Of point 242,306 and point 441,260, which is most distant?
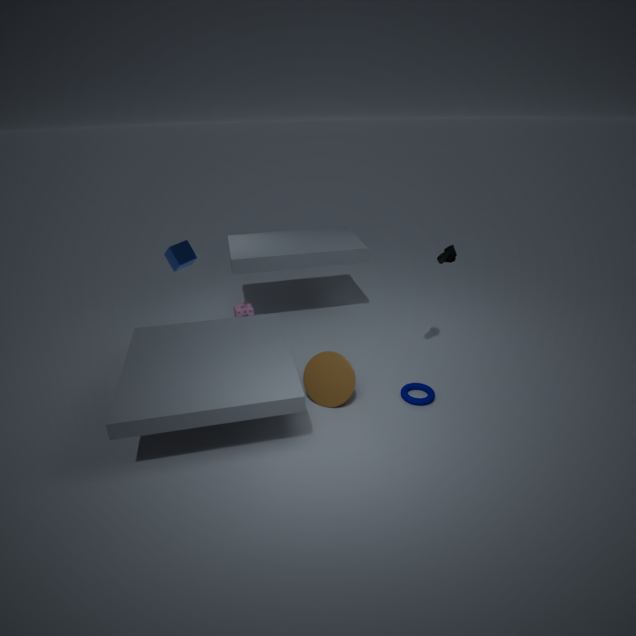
point 242,306
